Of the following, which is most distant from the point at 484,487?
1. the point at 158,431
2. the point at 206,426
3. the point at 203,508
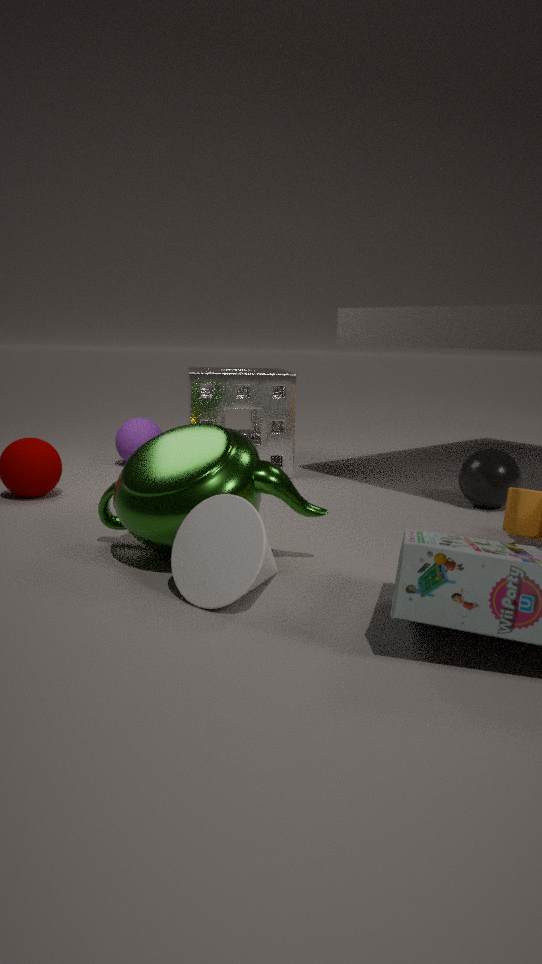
the point at 158,431
